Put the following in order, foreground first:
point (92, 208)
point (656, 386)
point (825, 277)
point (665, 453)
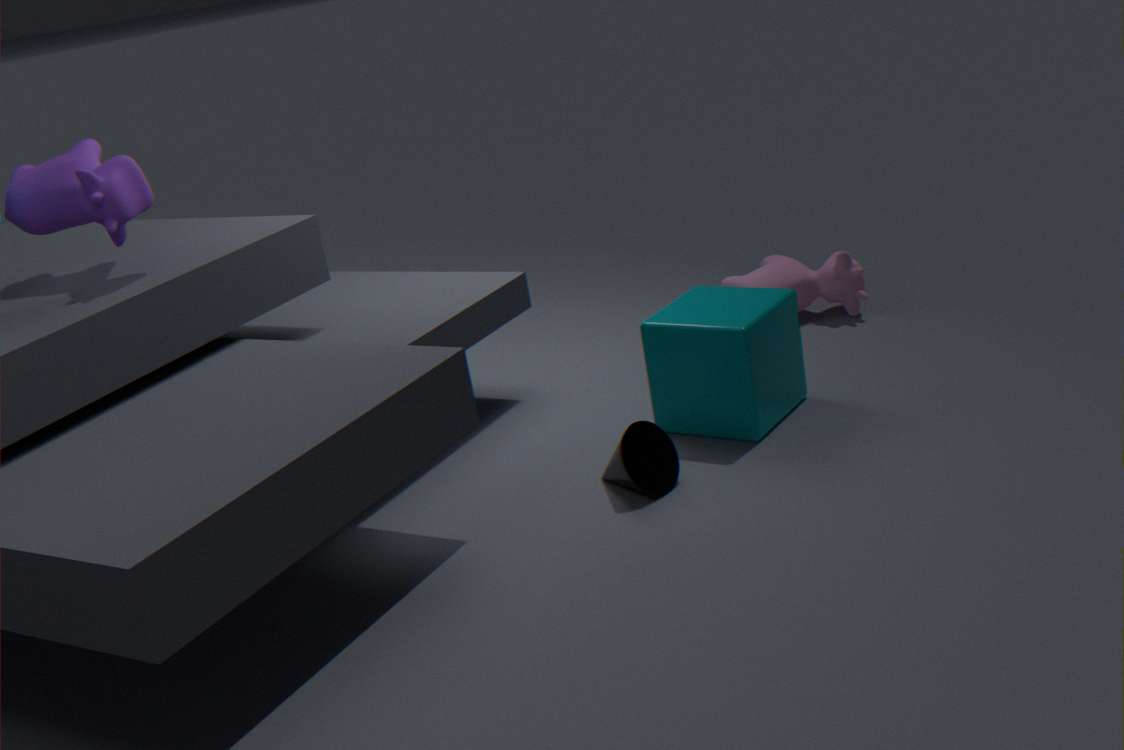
1. point (92, 208)
2. point (665, 453)
3. point (656, 386)
4. point (825, 277)
